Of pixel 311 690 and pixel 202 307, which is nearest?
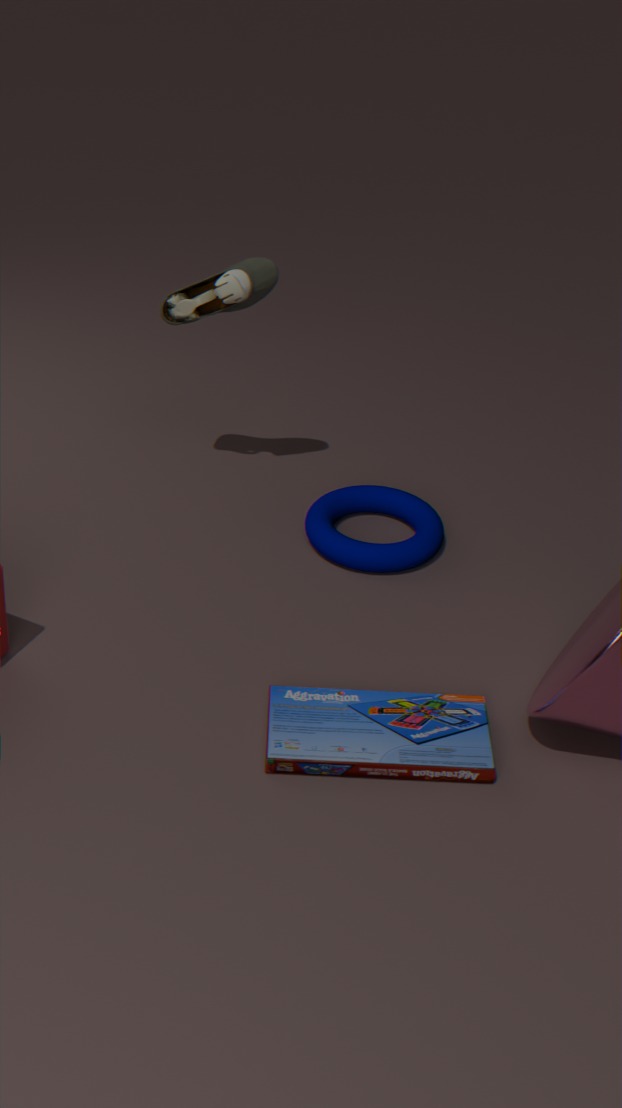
pixel 311 690
